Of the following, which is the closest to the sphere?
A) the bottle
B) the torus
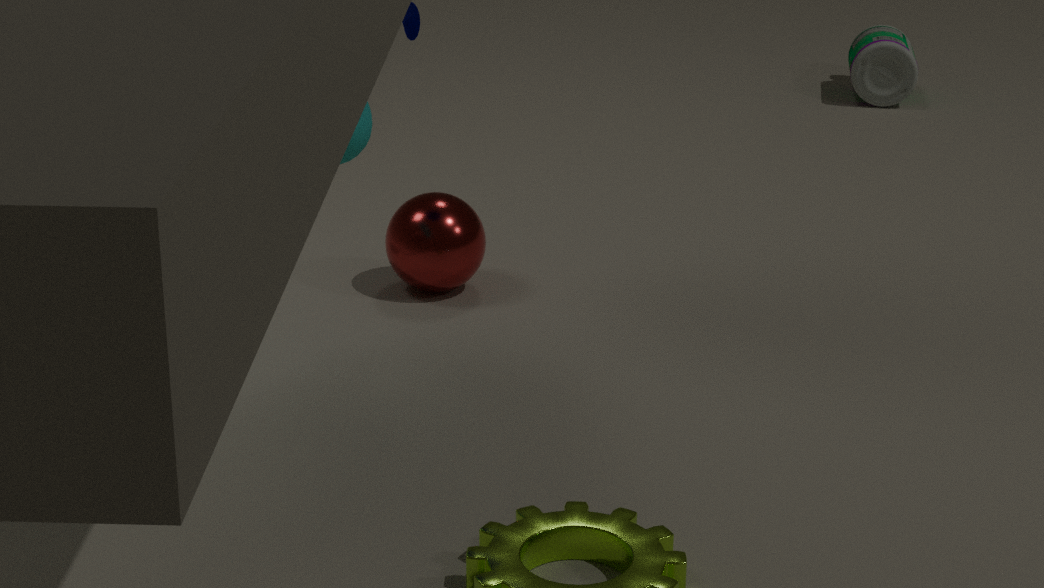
the torus
